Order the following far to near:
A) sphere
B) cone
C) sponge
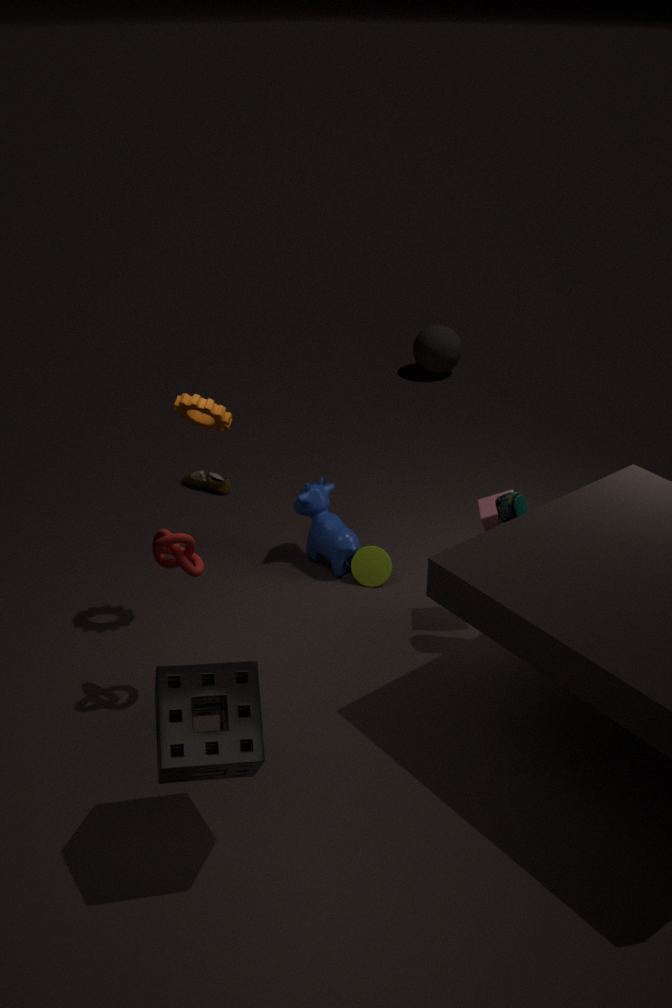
sphere → cone → sponge
